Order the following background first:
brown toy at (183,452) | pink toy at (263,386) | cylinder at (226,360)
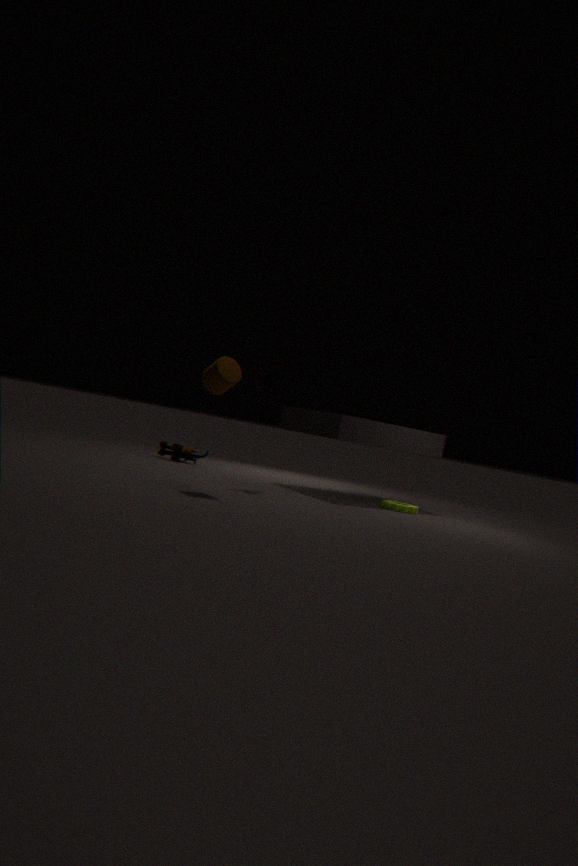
brown toy at (183,452)
pink toy at (263,386)
cylinder at (226,360)
